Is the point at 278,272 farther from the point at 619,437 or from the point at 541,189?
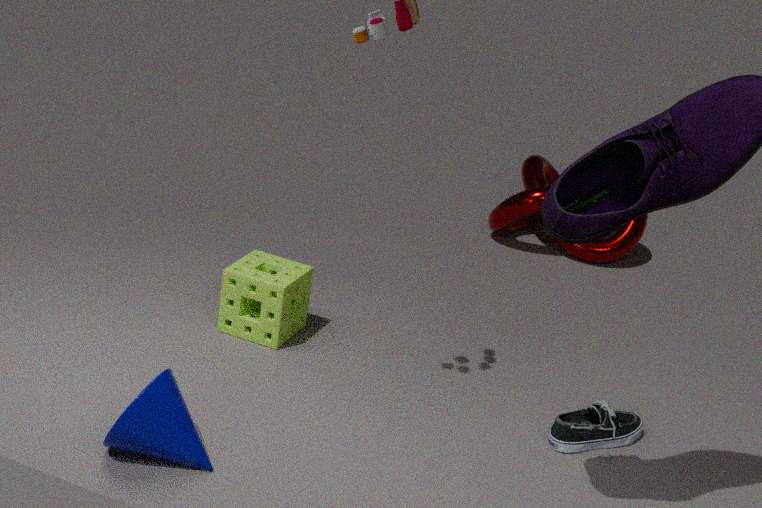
the point at 541,189
